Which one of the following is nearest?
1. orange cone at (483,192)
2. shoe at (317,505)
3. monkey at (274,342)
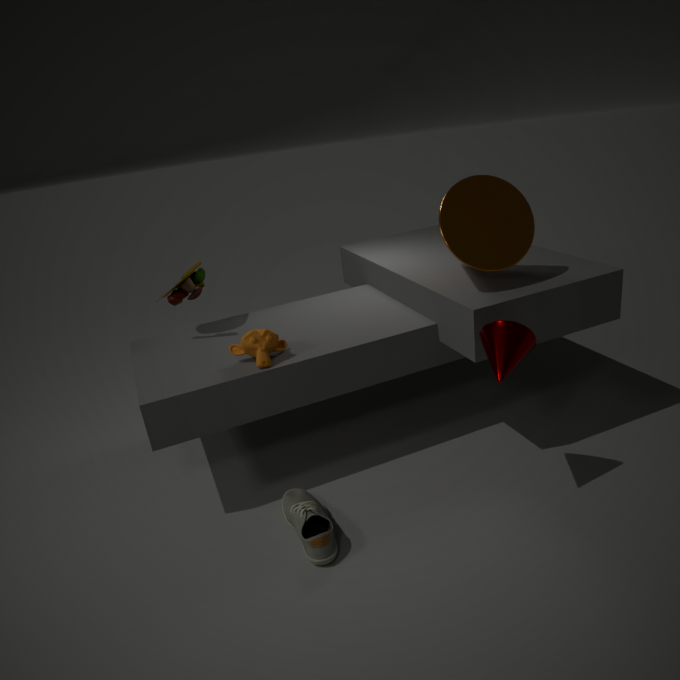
shoe at (317,505)
